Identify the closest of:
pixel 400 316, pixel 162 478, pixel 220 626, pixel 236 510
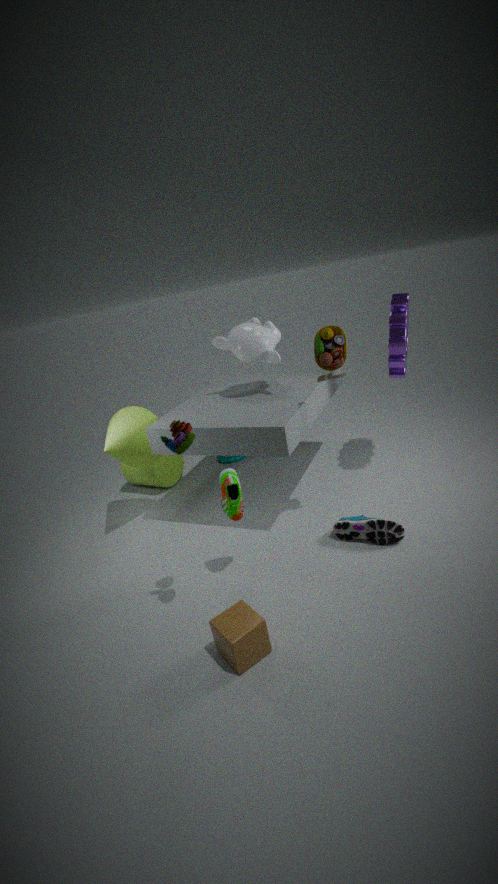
pixel 220 626
